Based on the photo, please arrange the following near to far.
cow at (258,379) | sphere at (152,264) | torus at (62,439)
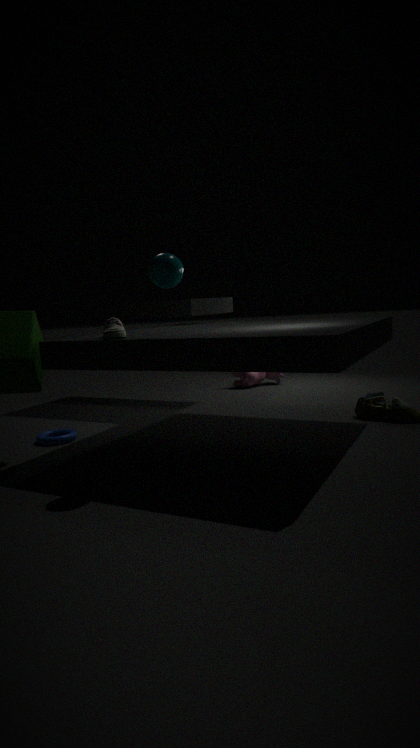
sphere at (152,264), torus at (62,439), cow at (258,379)
